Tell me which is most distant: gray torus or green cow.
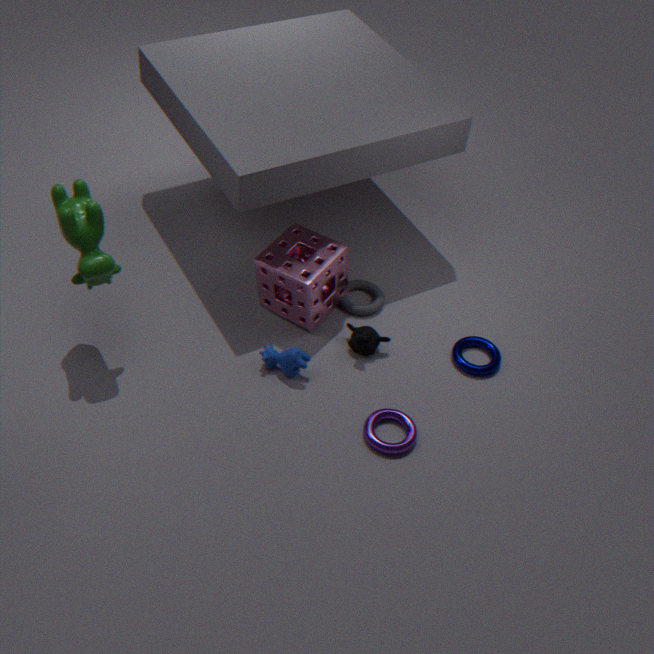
gray torus
